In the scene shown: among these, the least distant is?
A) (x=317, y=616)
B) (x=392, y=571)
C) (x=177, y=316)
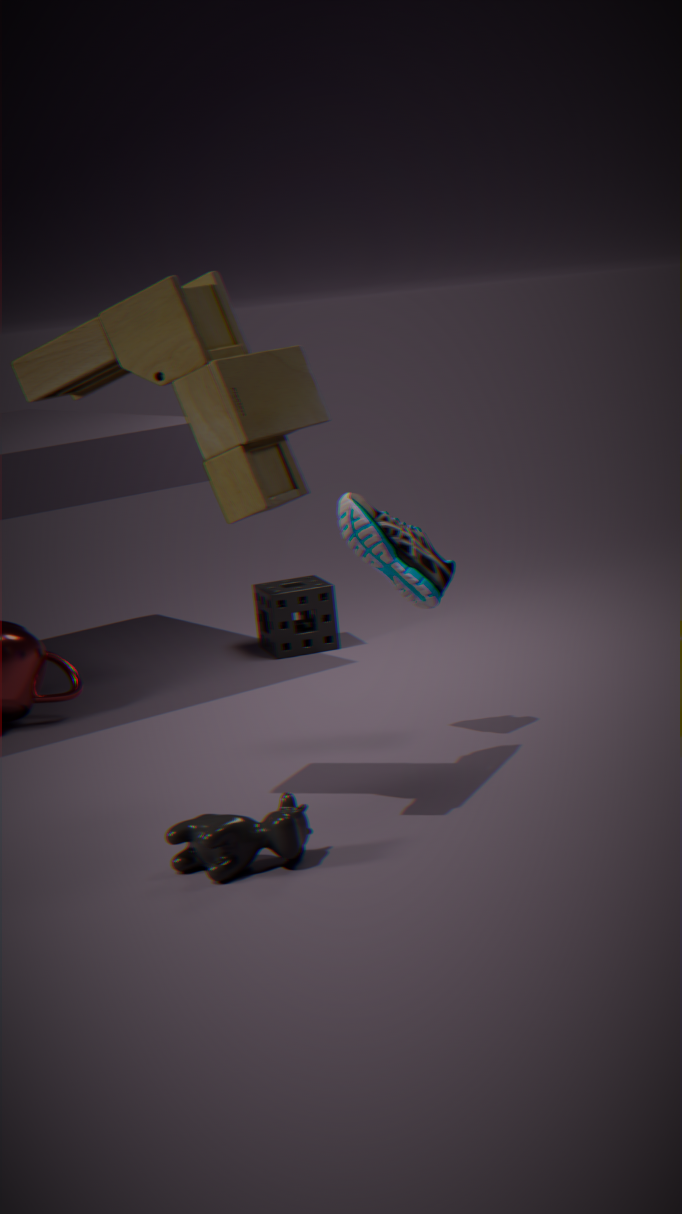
(x=177, y=316)
